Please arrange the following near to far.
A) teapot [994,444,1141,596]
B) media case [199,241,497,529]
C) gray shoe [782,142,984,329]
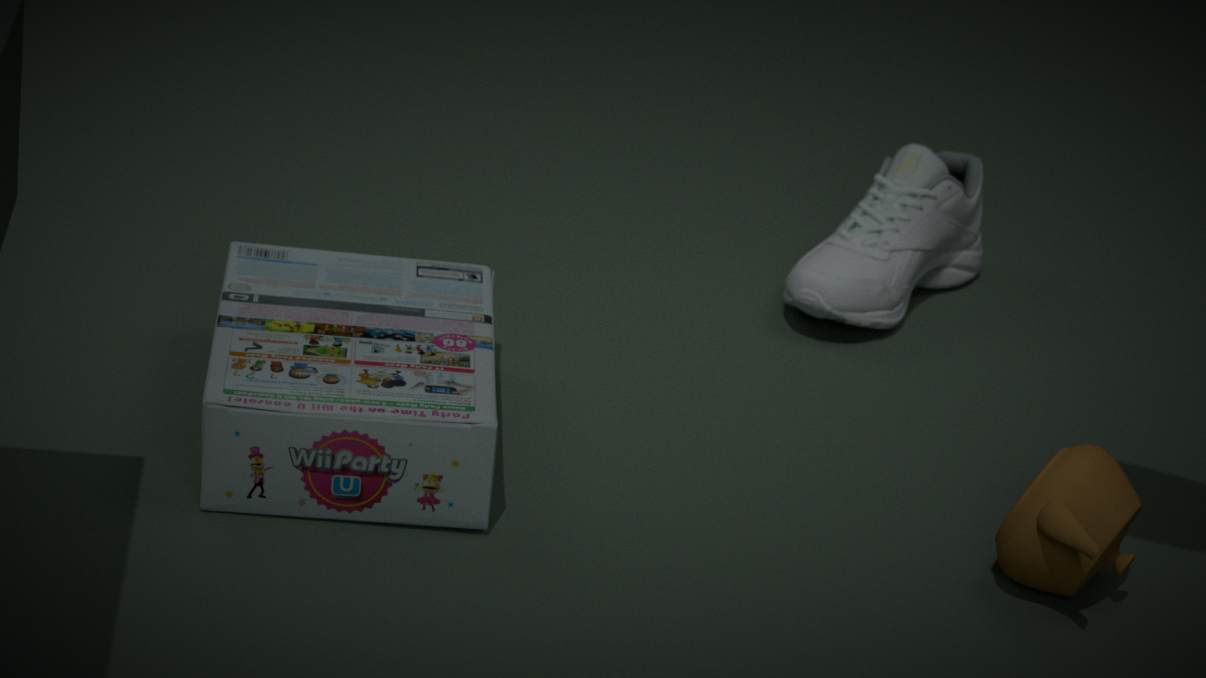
teapot [994,444,1141,596] → media case [199,241,497,529] → gray shoe [782,142,984,329]
